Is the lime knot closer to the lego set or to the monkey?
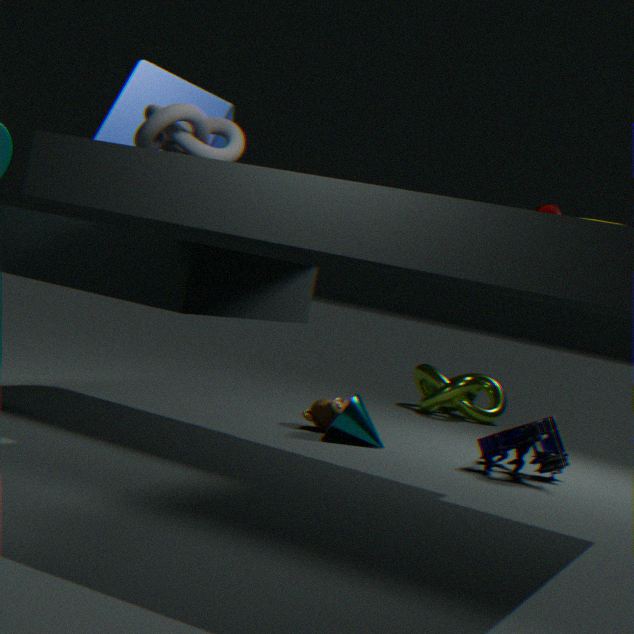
the lego set
